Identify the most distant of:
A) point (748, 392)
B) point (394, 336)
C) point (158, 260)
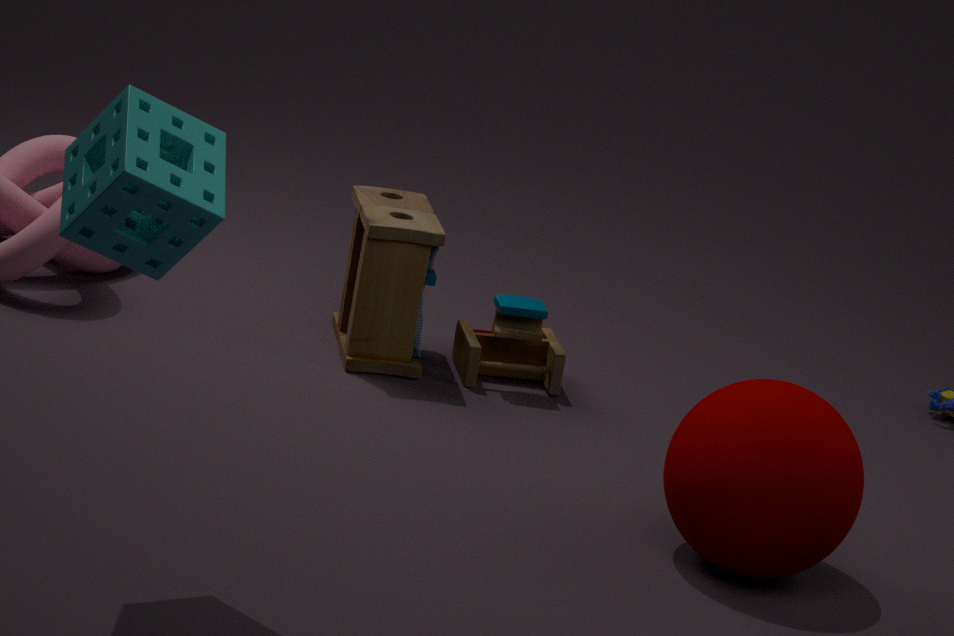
point (394, 336)
